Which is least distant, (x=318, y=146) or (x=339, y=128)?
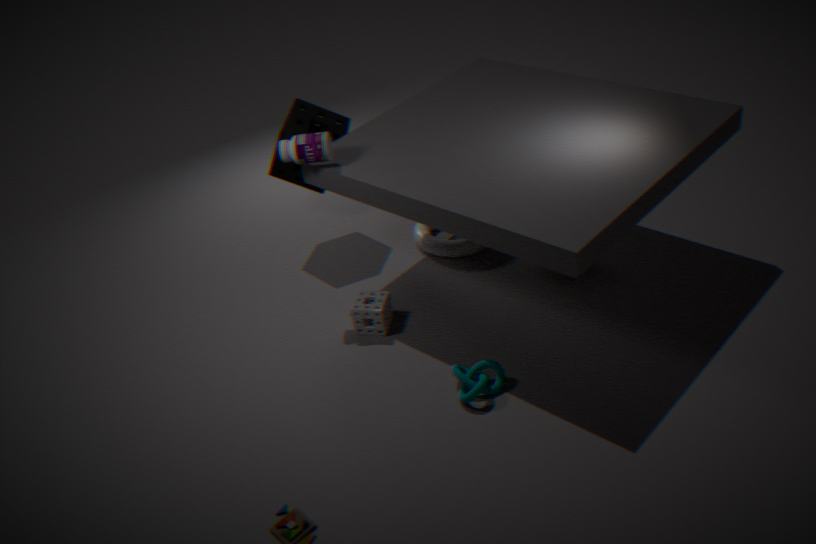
(x=318, y=146)
